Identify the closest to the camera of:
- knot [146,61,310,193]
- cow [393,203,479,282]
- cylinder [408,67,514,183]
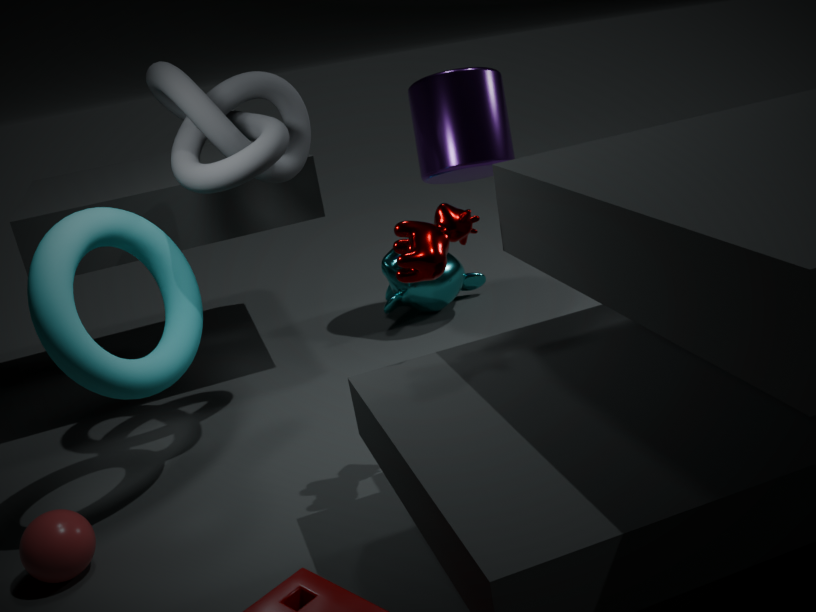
cow [393,203,479,282]
